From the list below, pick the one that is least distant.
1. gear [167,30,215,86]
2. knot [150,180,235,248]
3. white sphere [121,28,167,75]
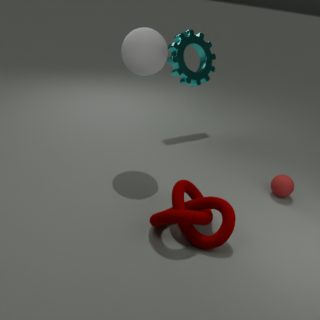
knot [150,180,235,248]
